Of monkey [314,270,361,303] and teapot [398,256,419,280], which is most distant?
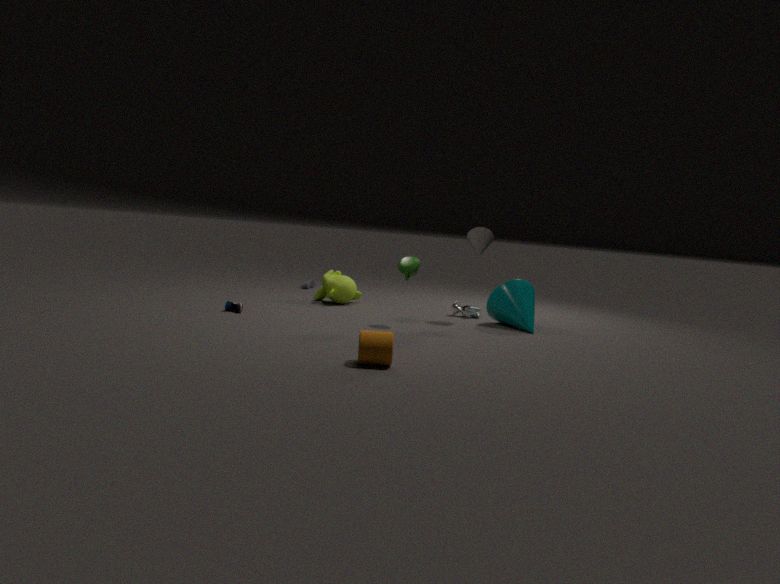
monkey [314,270,361,303]
